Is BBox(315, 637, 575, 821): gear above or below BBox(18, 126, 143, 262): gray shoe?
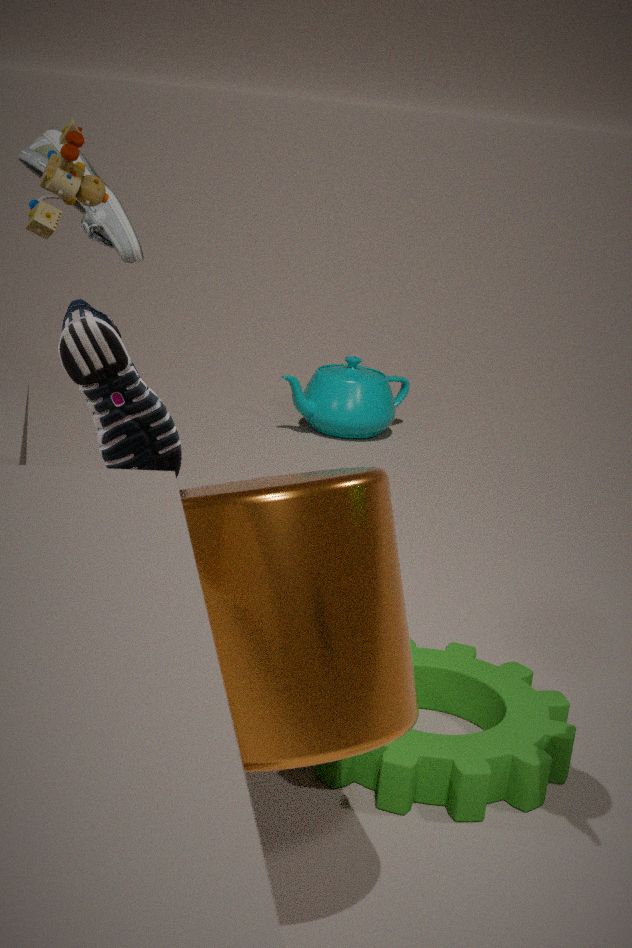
below
